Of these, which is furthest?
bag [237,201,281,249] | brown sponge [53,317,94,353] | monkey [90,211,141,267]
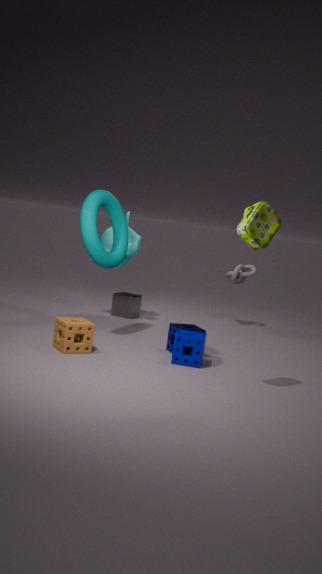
monkey [90,211,141,267]
